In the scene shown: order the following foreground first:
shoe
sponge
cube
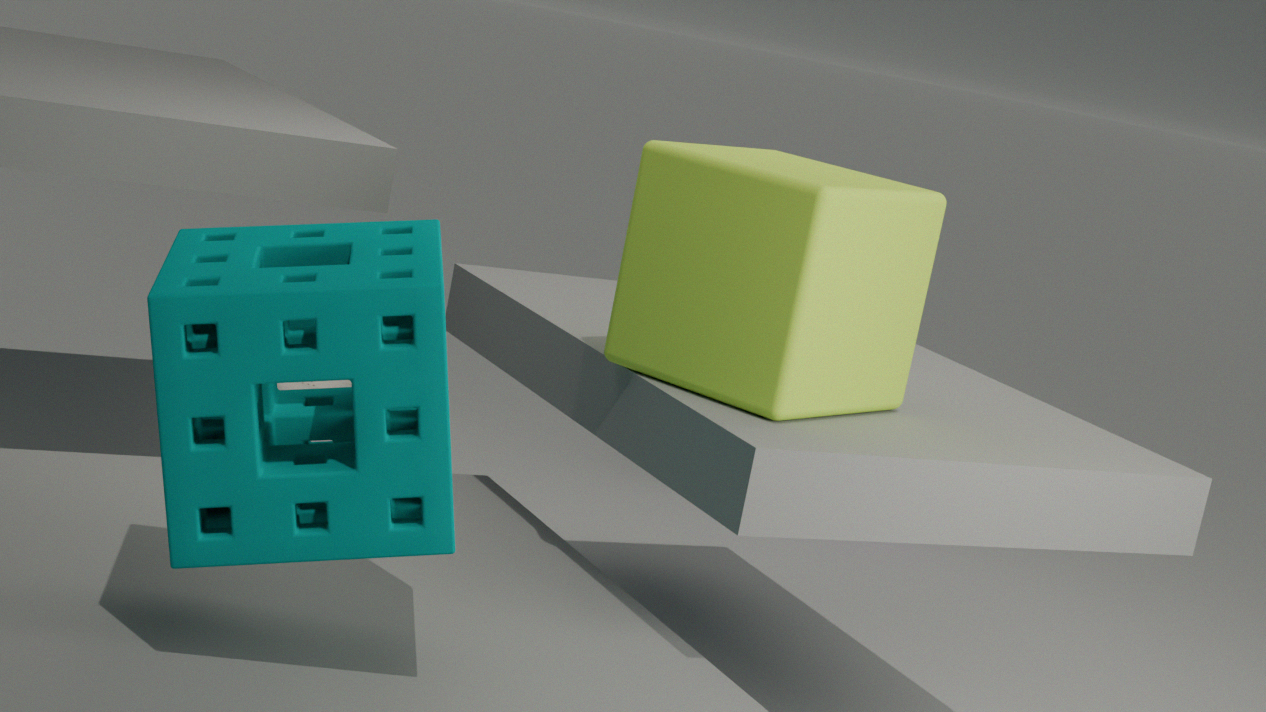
sponge
cube
shoe
